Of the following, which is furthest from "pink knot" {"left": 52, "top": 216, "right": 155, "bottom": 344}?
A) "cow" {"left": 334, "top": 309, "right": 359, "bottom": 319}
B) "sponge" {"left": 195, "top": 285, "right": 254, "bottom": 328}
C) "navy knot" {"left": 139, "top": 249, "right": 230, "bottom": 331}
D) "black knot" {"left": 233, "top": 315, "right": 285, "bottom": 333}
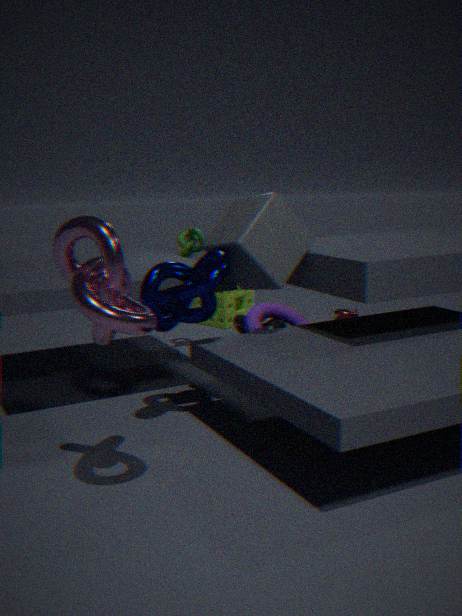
"cow" {"left": 334, "top": 309, "right": 359, "bottom": 319}
